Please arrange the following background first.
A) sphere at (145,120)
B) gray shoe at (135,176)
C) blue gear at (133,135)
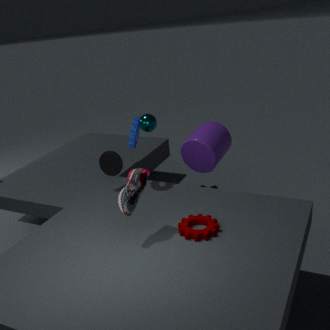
sphere at (145,120), blue gear at (133,135), gray shoe at (135,176)
